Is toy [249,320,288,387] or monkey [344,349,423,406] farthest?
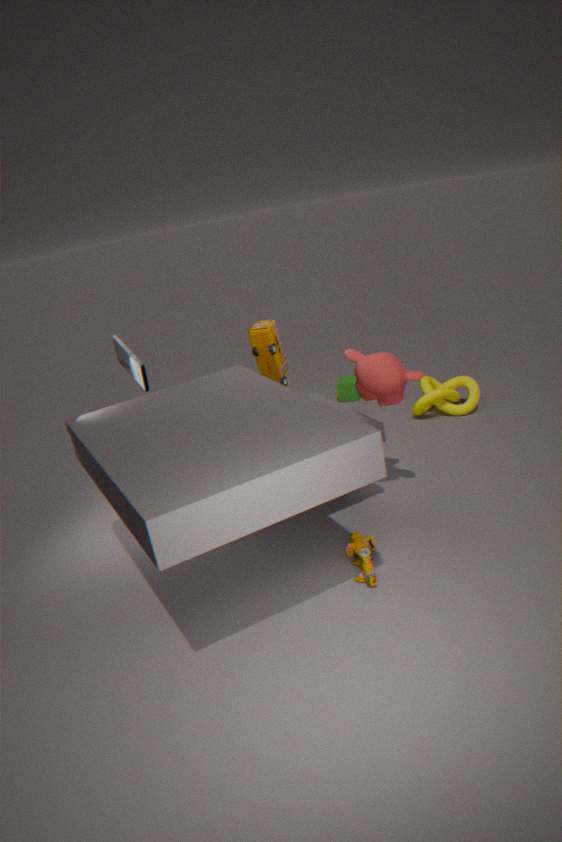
toy [249,320,288,387]
